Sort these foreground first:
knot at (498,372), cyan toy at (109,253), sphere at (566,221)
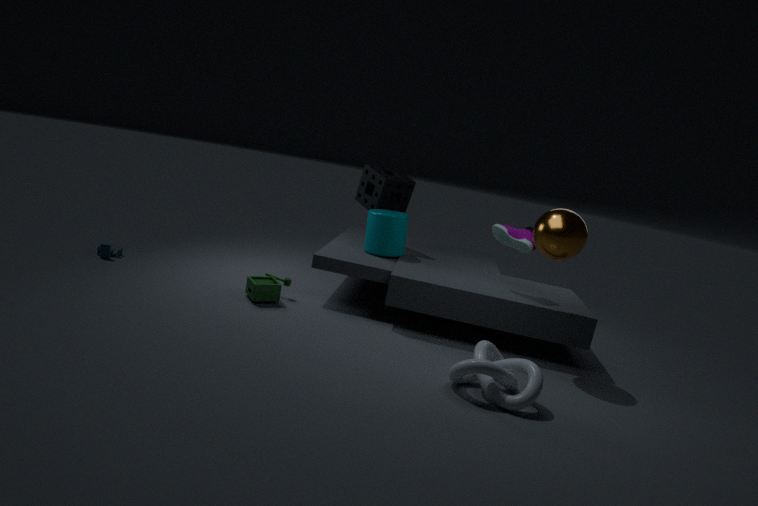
knot at (498,372)
sphere at (566,221)
cyan toy at (109,253)
